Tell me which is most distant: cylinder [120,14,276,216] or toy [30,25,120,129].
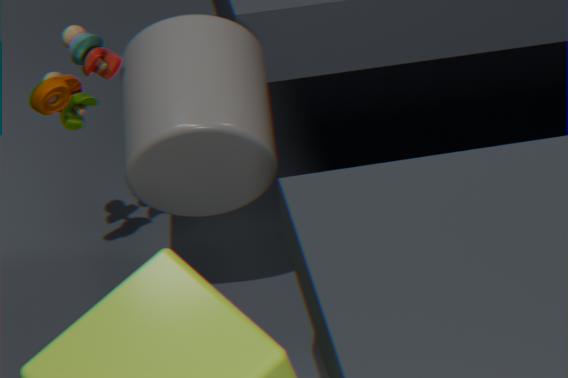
toy [30,25,120,129]
